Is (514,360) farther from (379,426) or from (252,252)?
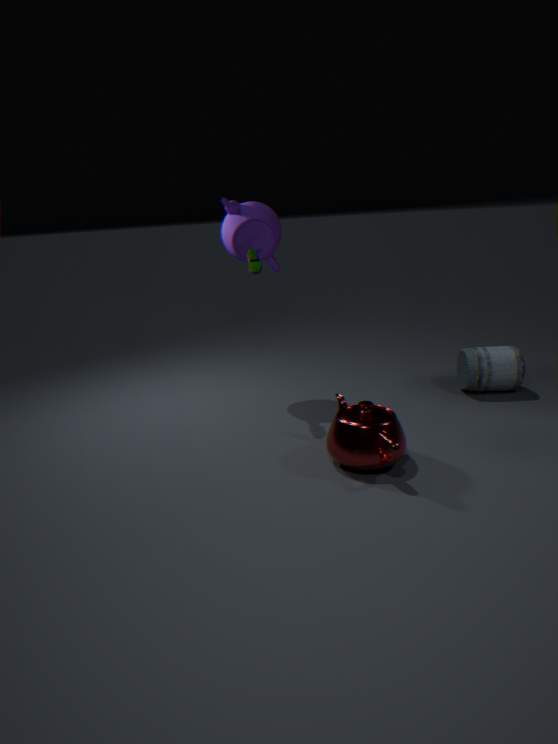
(252,252)
